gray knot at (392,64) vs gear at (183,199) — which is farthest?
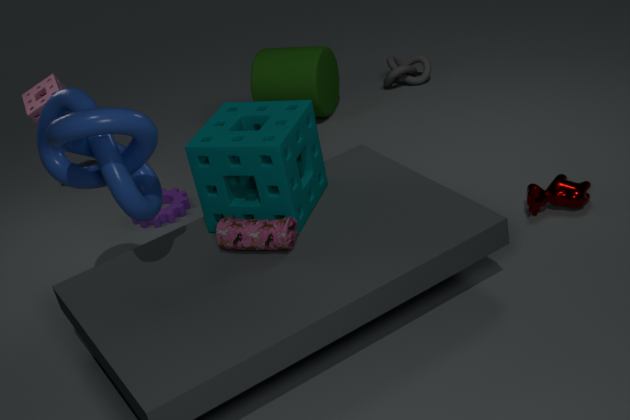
gray knot at (392,64)
